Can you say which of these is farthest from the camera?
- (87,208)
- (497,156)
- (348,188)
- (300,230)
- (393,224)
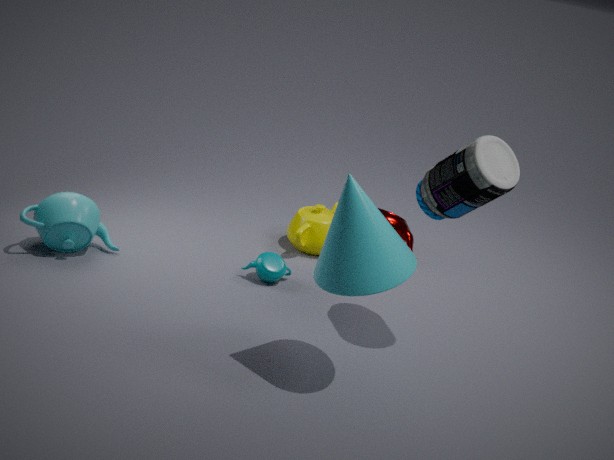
(393,224)
